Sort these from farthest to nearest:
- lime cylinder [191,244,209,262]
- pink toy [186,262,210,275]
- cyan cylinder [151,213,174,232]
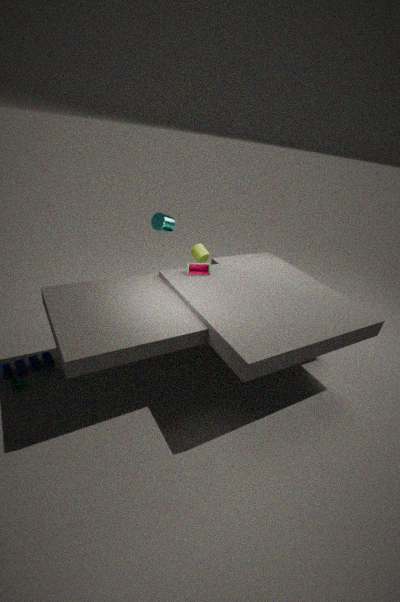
lime cylinder [191,244,209,262]
cyan cylinder [151,213,174,232]
pink toy [186,262,210,275]
